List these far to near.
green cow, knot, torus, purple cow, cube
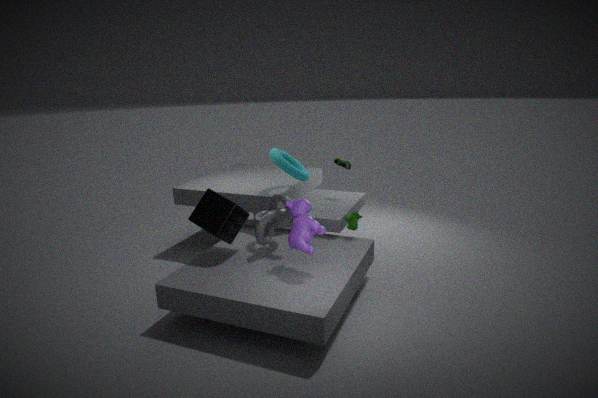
torus, green cow, knot, cube, purple cow
